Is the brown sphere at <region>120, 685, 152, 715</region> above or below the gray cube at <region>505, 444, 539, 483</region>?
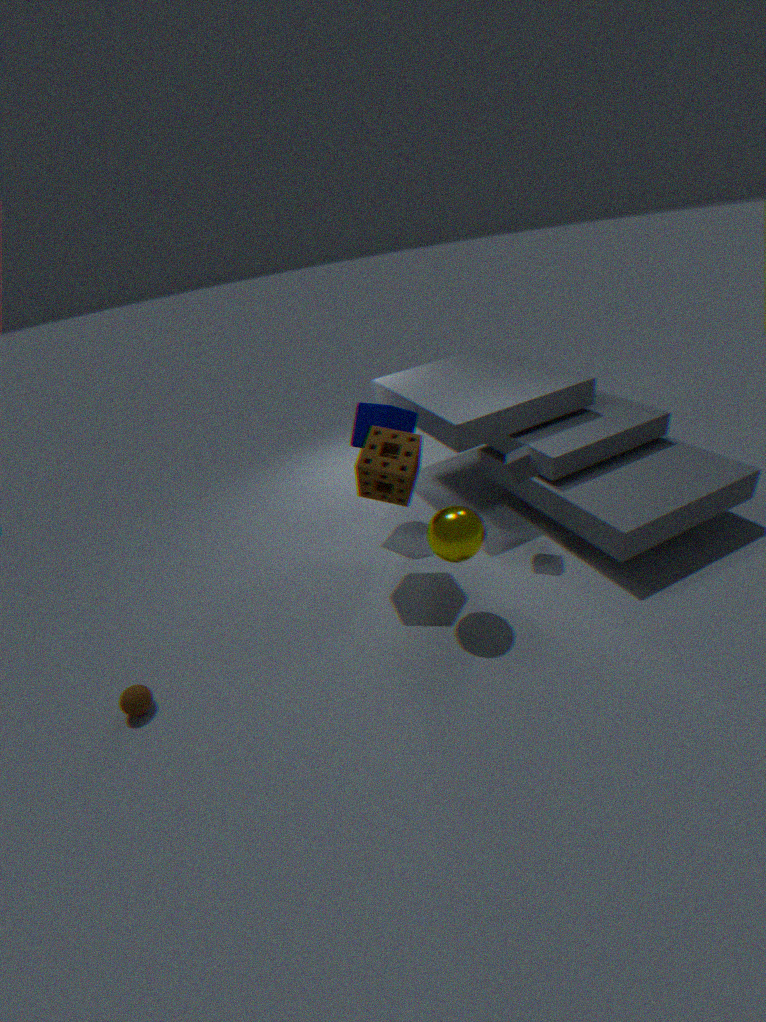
below
